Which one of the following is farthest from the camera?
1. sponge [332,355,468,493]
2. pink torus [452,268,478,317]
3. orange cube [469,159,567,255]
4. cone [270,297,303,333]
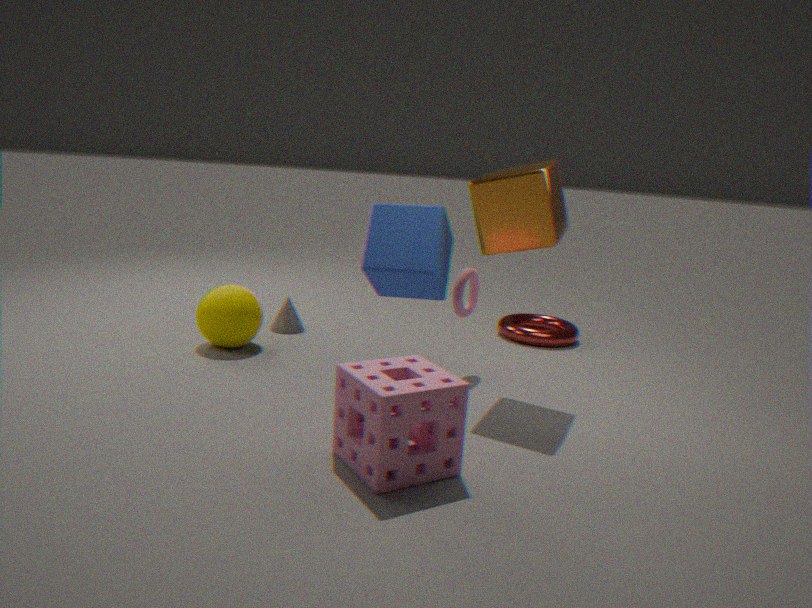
cone [270,297,303,333]
